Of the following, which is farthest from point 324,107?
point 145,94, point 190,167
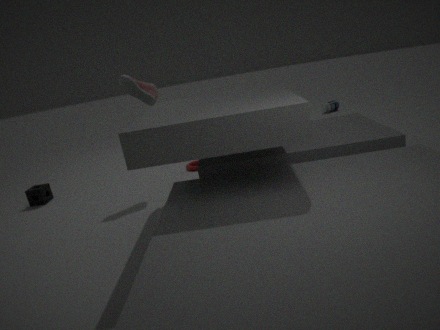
point 145,94
